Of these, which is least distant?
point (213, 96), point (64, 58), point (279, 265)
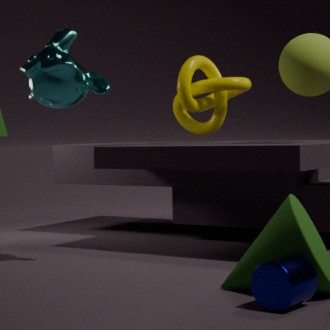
point (279, 265)
